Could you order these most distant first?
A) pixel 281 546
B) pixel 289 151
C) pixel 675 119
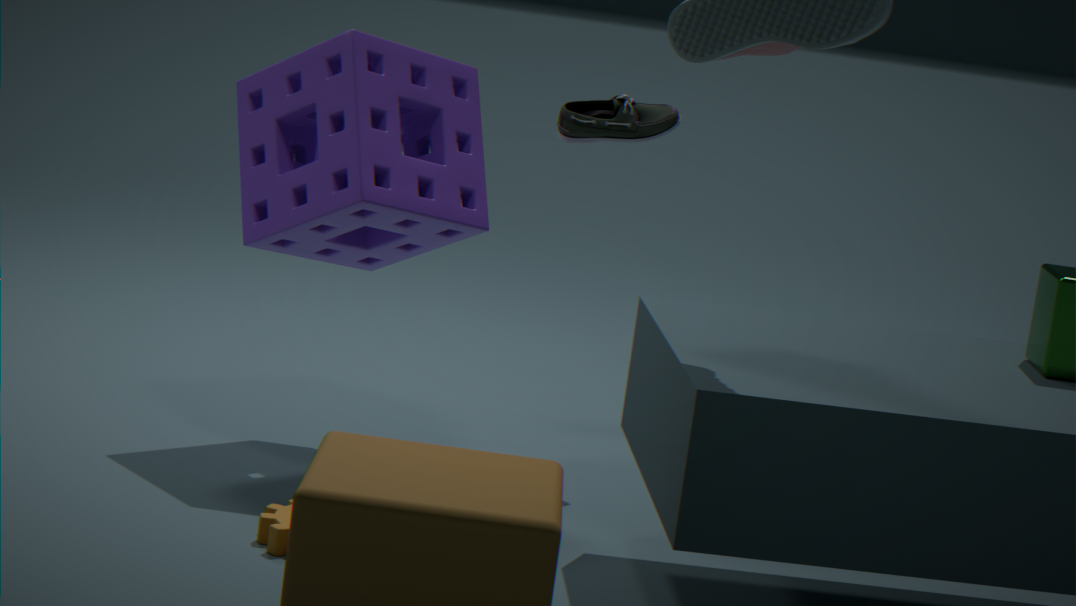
pixel 675 119, pixel 289 151, pixel 281 546
